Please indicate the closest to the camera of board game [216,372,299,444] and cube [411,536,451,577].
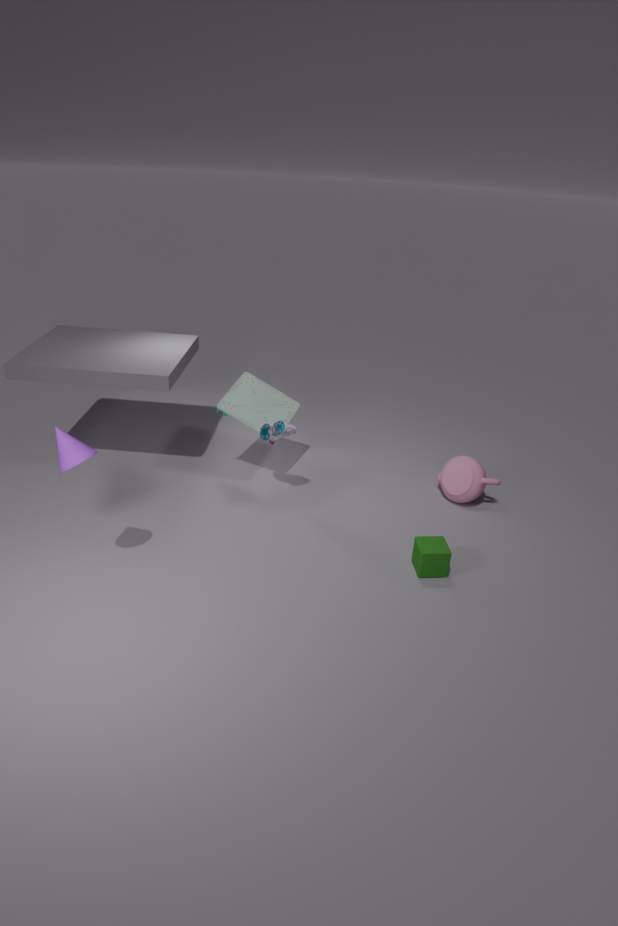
cube [411,536,451,577]
